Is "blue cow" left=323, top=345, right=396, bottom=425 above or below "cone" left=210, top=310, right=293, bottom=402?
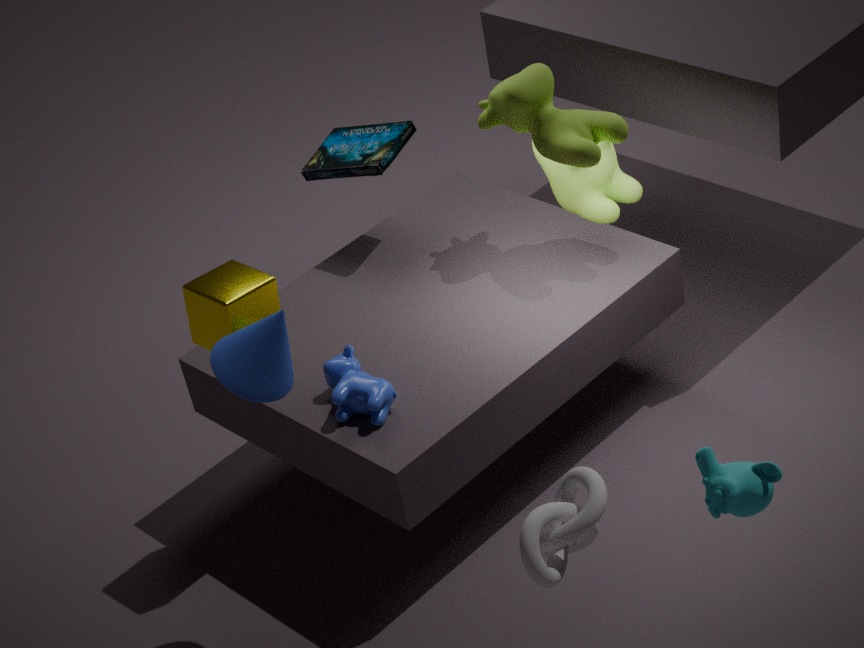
below
